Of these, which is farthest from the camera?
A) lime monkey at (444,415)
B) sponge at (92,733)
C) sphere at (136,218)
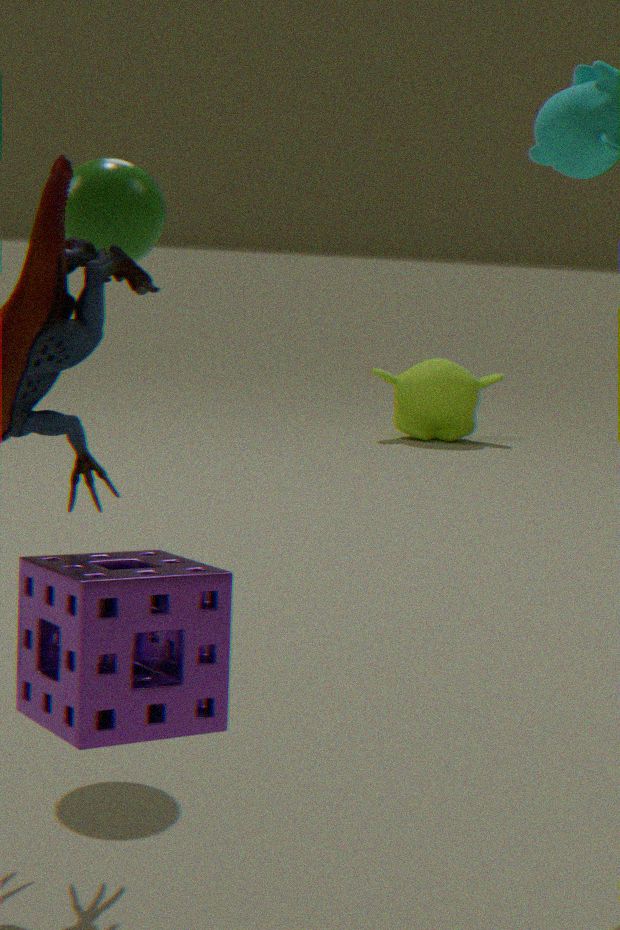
lime monkey at (444,415)
